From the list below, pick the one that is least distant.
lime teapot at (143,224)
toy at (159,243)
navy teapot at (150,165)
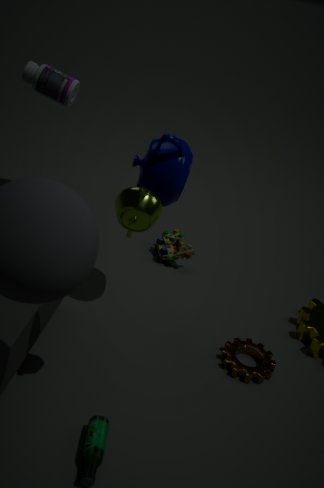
lime teapot at (143,224)
